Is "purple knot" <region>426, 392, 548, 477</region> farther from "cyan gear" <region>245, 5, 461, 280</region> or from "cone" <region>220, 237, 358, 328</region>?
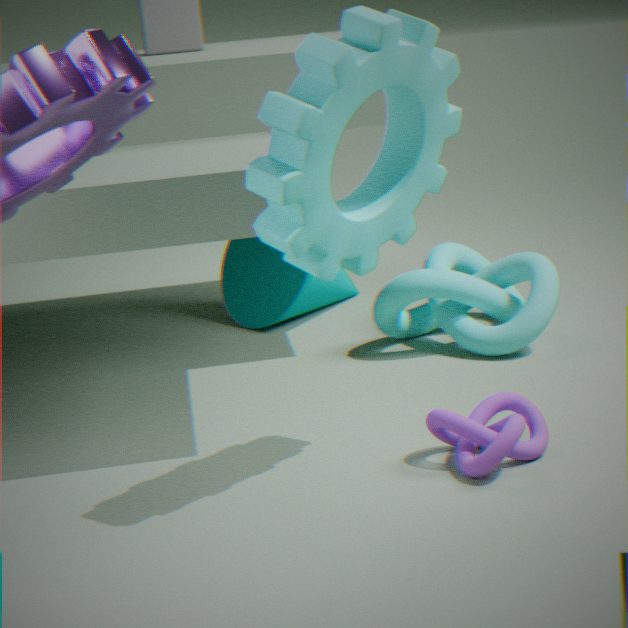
"cone" <region>220, 237, 358, 328</region>
